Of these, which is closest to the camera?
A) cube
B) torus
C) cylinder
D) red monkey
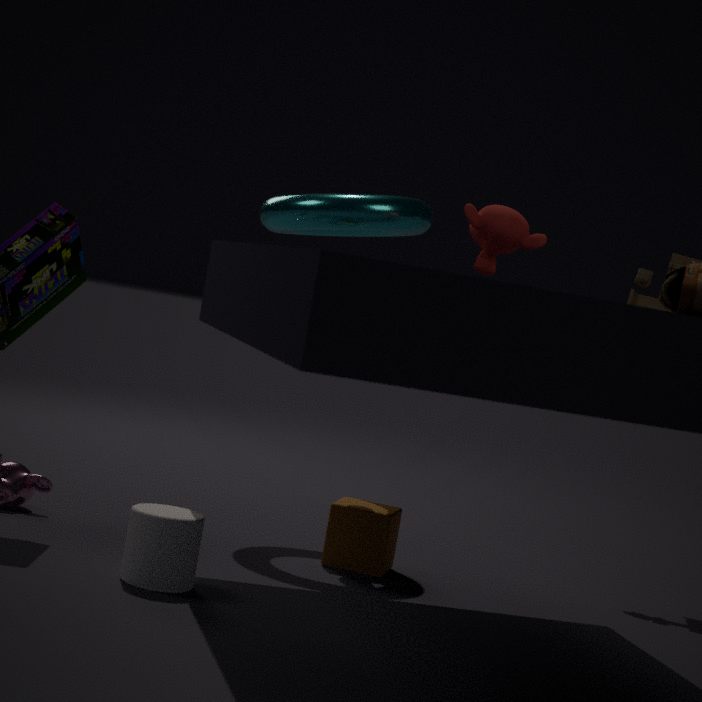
cylinder
